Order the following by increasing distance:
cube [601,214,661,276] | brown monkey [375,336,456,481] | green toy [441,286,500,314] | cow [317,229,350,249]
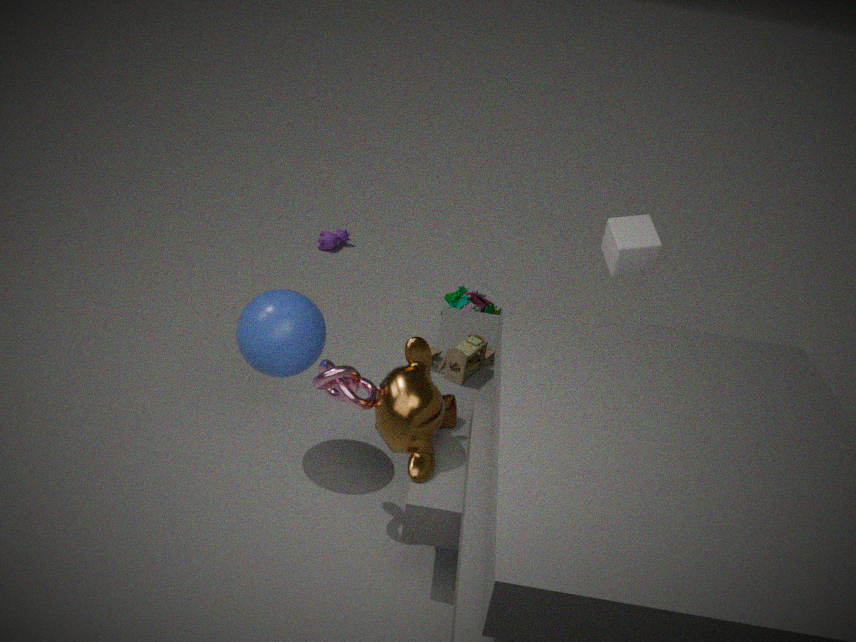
brown monkey [375,336,456,481] < cube [601,214,661,276] < green toy [441,286,500,314] < cow [317,229,350,249]
